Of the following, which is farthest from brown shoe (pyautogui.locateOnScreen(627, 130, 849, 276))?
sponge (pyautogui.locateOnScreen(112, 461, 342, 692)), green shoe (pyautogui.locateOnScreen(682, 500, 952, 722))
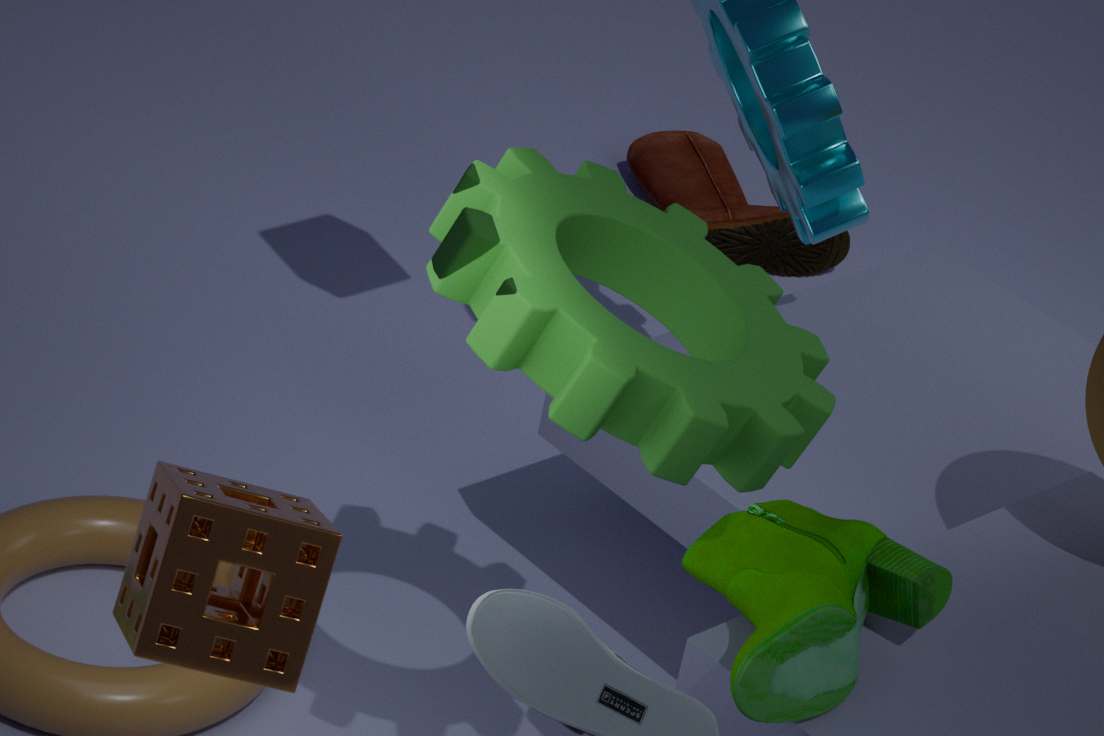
sponge (pyautogui.locateOnScreen(112, 461, 342, 692))
